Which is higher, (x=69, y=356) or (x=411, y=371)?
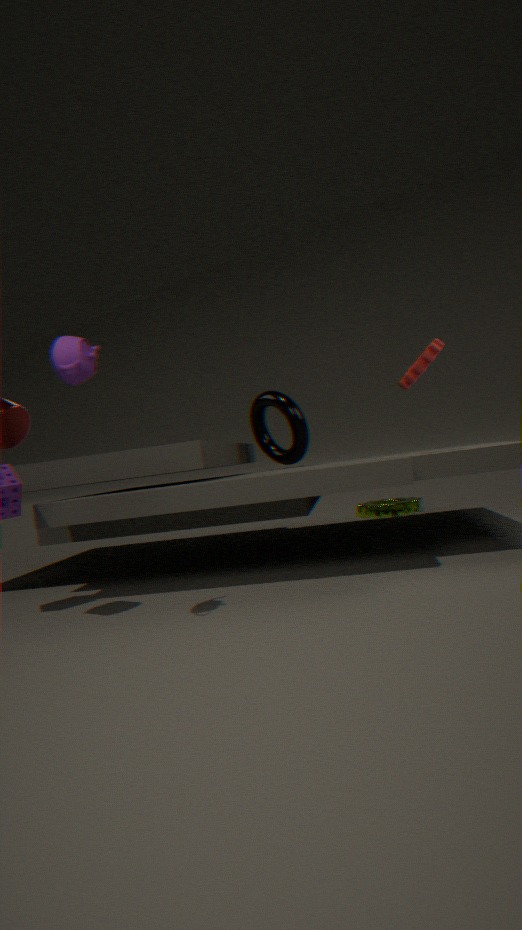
(x=69, y=356)
